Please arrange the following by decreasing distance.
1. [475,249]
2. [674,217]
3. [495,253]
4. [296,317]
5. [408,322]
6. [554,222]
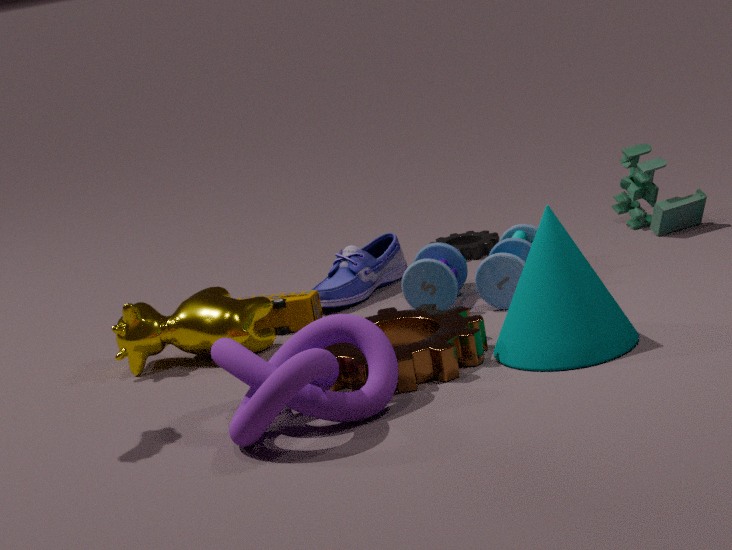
[475,249]
[674,217]
[296,317]
[495,253]
[408,322]
[554,222]
